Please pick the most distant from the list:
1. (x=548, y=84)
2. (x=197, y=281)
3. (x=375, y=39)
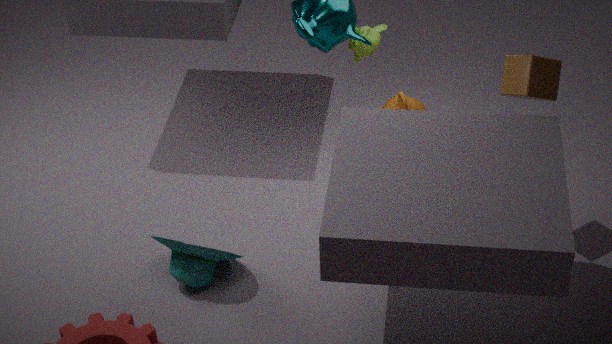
(x=375, y=39)
